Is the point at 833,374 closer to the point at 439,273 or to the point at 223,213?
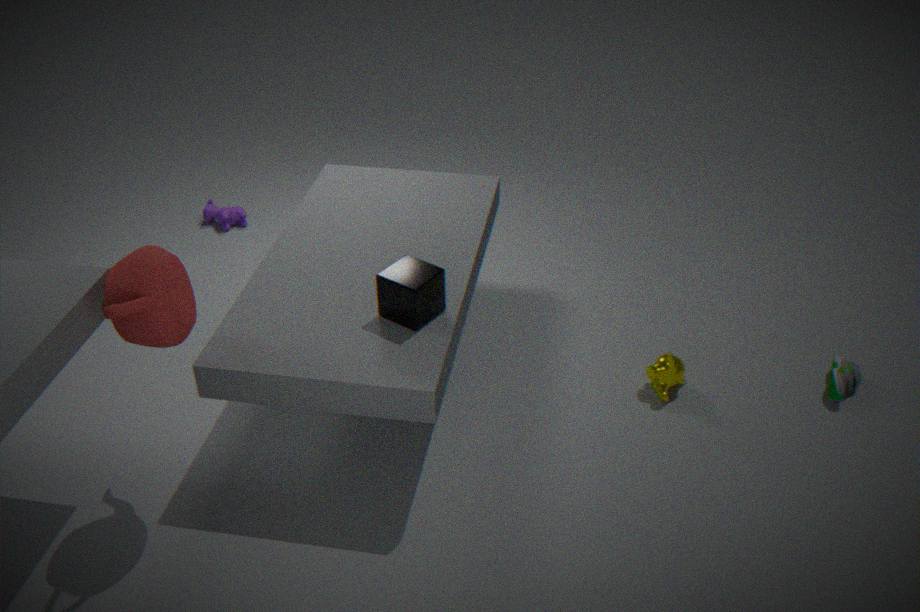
the point at 439,273
